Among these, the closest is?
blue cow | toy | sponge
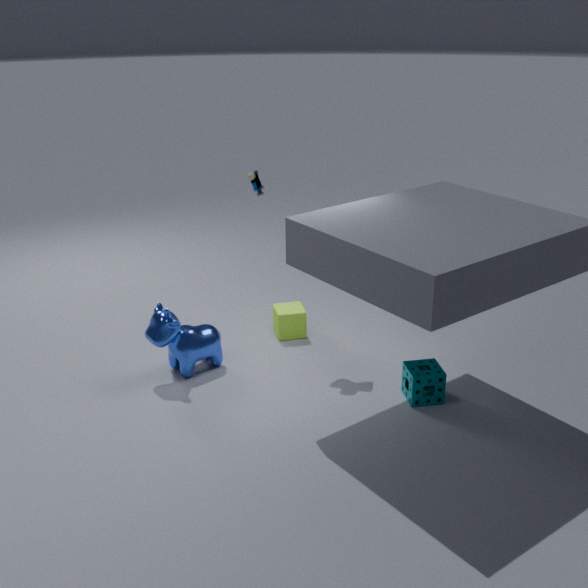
sponge
